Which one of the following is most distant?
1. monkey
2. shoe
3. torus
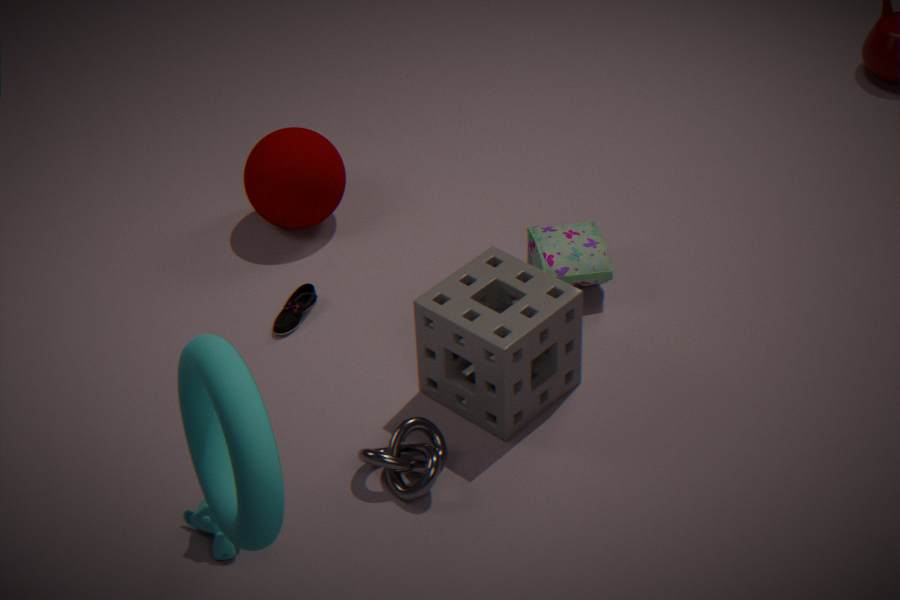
shoe
